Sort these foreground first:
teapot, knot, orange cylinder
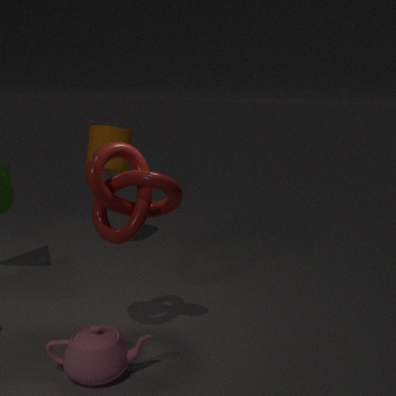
teapot
knot
orange cylinder
